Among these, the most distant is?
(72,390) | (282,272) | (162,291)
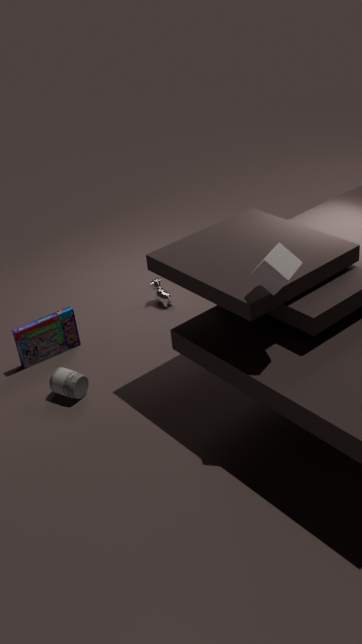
(162,291)
